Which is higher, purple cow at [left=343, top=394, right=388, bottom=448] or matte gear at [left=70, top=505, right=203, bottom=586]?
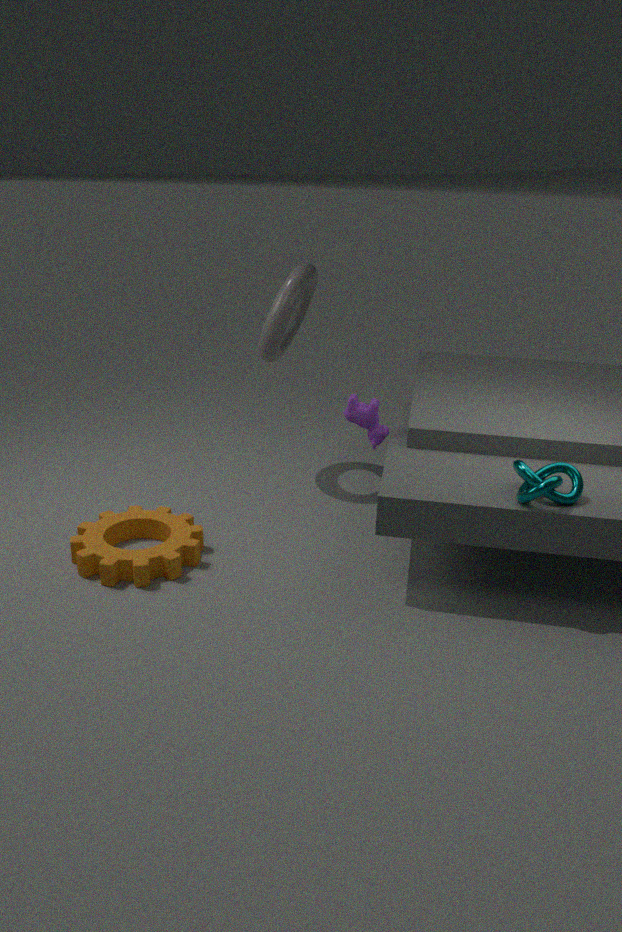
purple cow at [left=343, top=394, right=388, bottom=448]
